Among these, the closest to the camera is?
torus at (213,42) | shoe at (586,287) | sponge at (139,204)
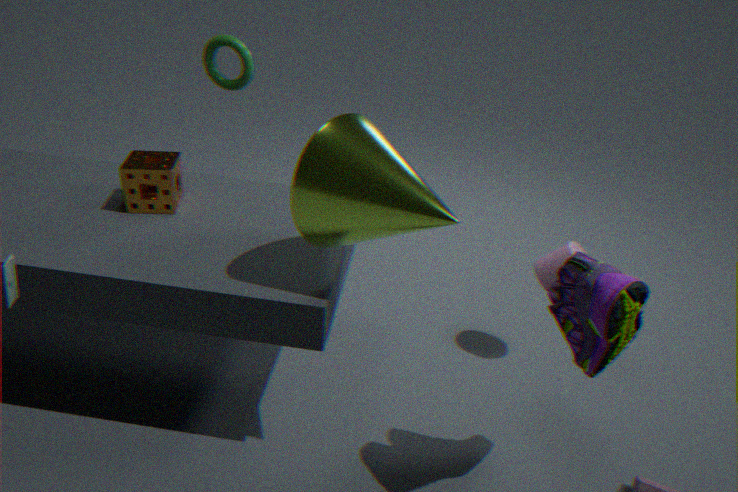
shoe at (586,287)
